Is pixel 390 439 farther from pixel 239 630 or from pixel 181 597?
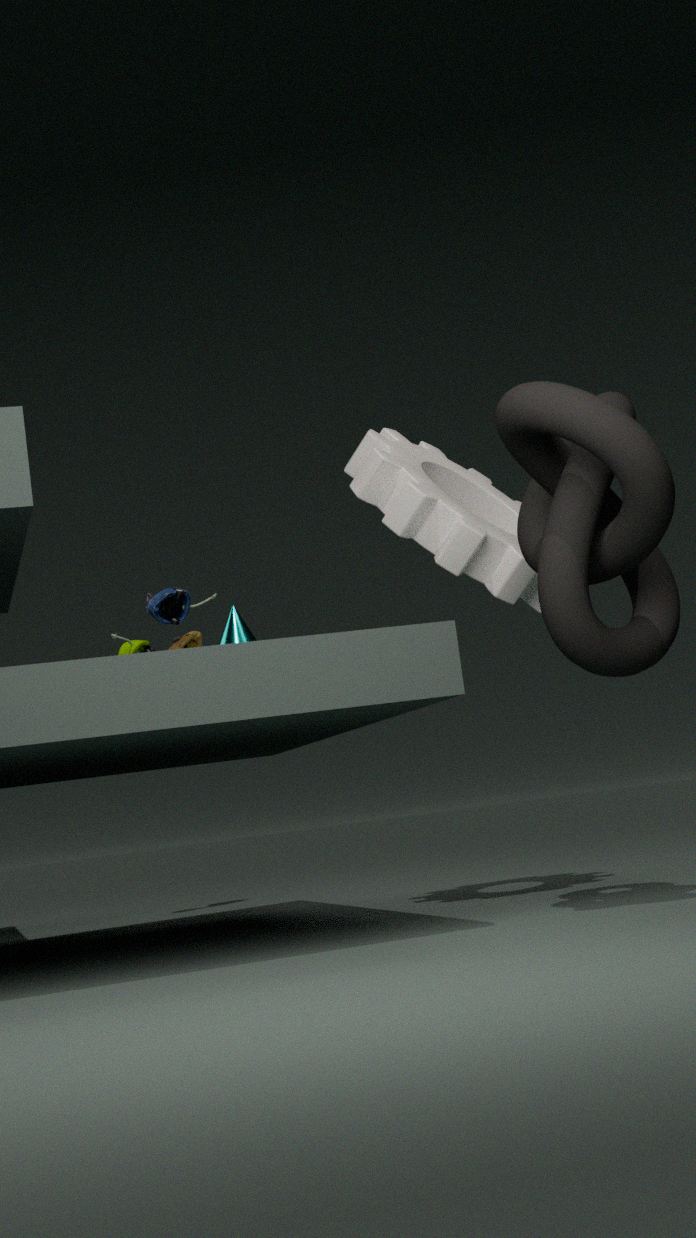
pixel 181 597
